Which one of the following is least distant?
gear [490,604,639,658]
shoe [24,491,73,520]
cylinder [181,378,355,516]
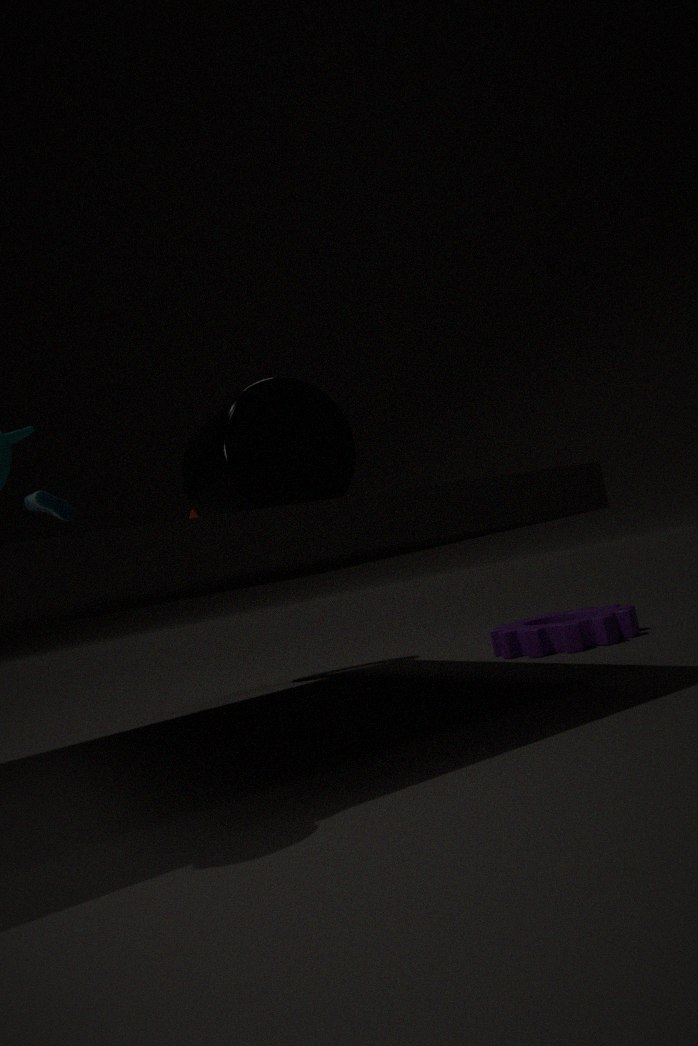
cylinder [181,378,355,516]
